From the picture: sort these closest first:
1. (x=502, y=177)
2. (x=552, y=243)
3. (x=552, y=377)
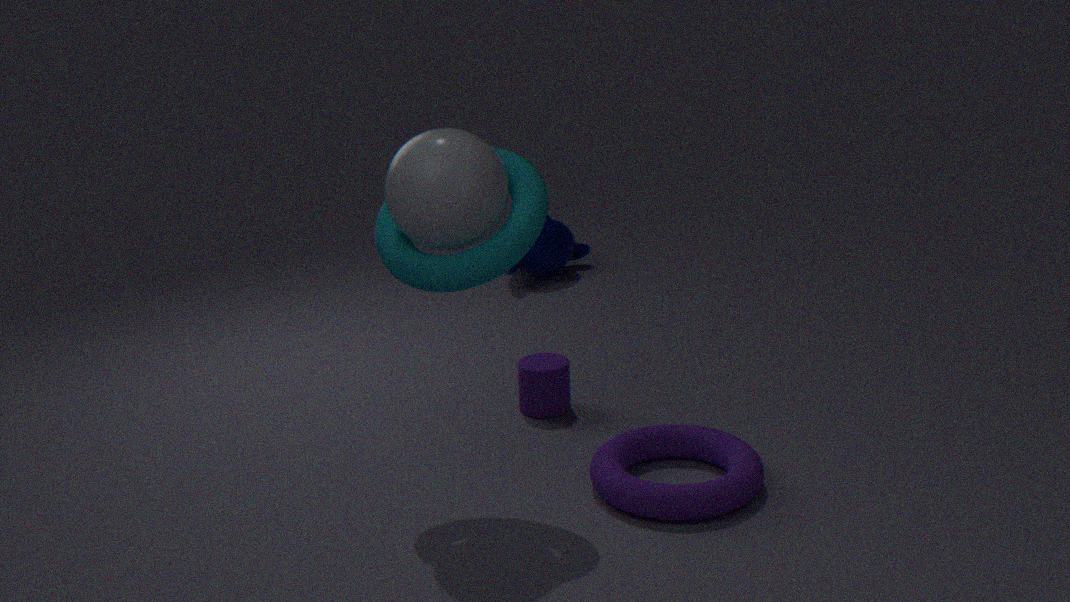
(x=502, y=177), (x=552, y=377), (x=552, y=243)
